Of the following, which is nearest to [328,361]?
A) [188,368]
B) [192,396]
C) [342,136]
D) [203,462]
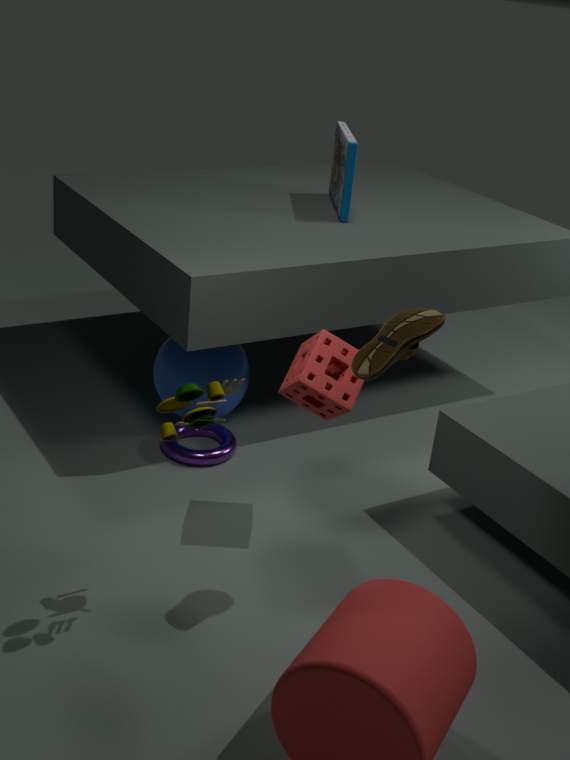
[192,396]
